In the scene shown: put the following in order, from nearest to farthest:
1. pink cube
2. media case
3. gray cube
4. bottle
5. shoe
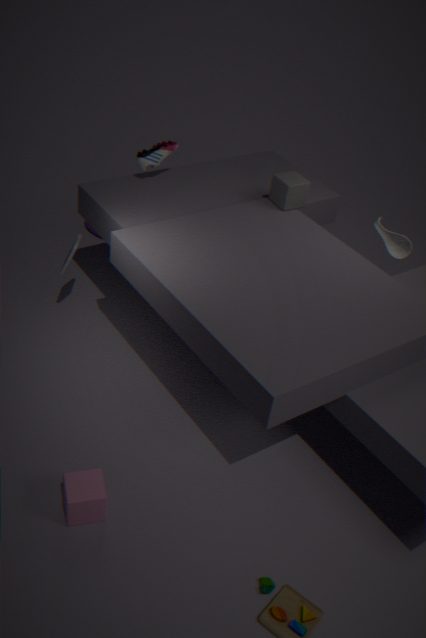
1. pink cube
2. media case
3. gray cube
4. shoe
5. bottle
